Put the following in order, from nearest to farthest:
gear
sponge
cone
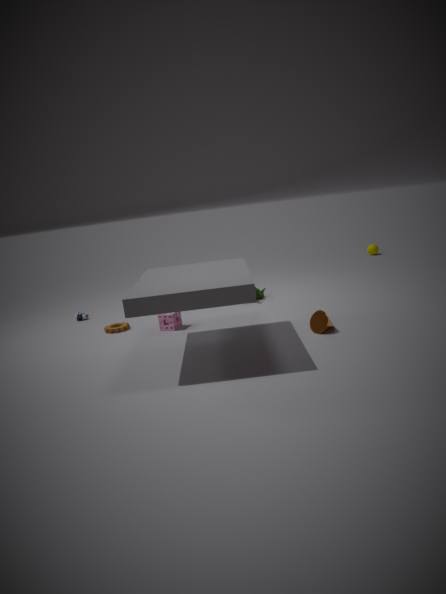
cone < sponge < gear
